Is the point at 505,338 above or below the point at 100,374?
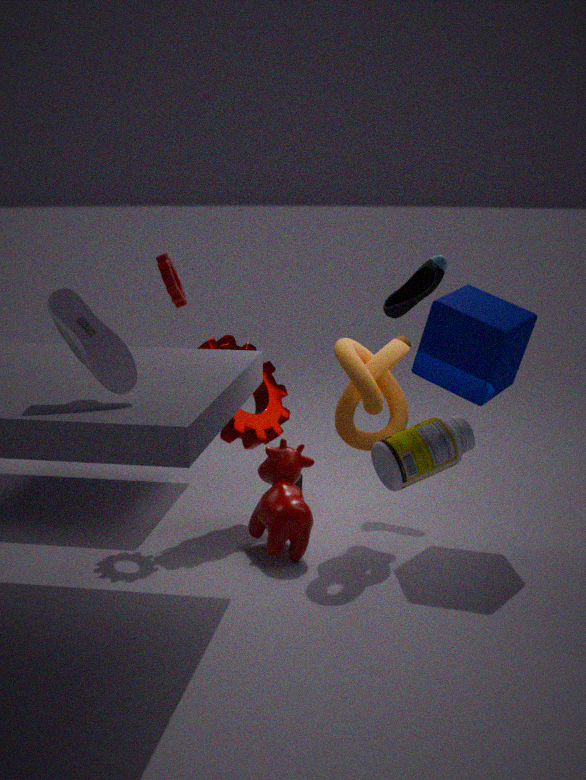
below
